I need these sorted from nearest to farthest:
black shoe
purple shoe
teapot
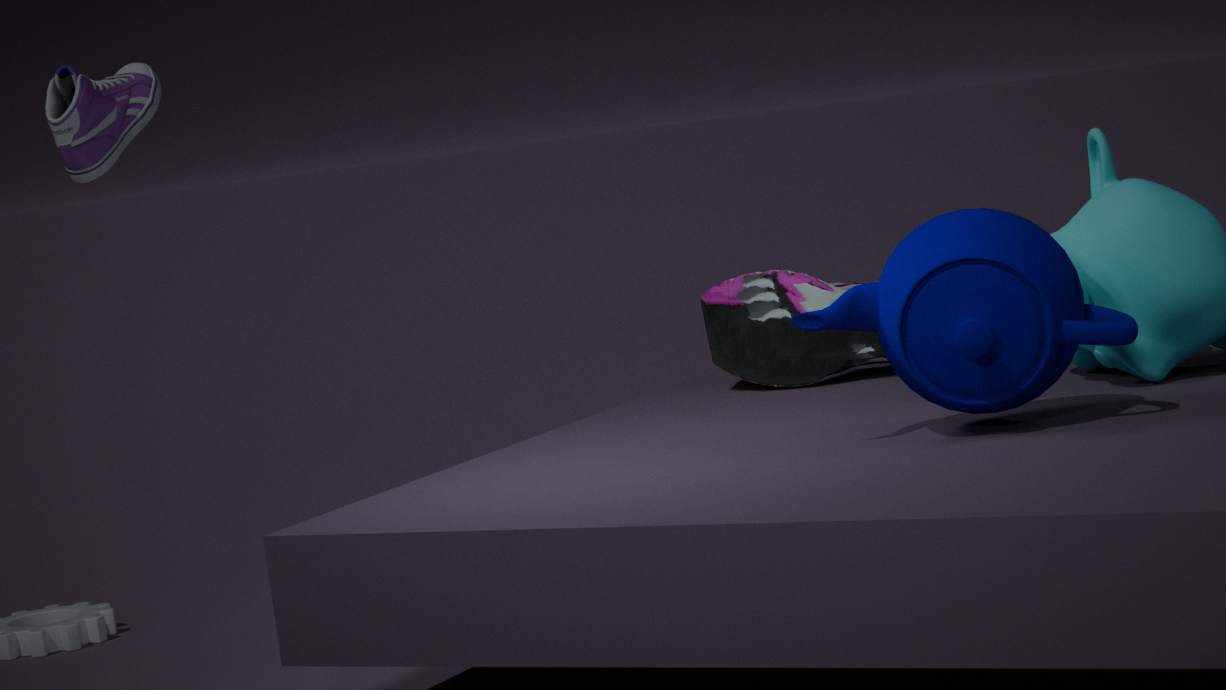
purple shoe
teapot
black shoe
